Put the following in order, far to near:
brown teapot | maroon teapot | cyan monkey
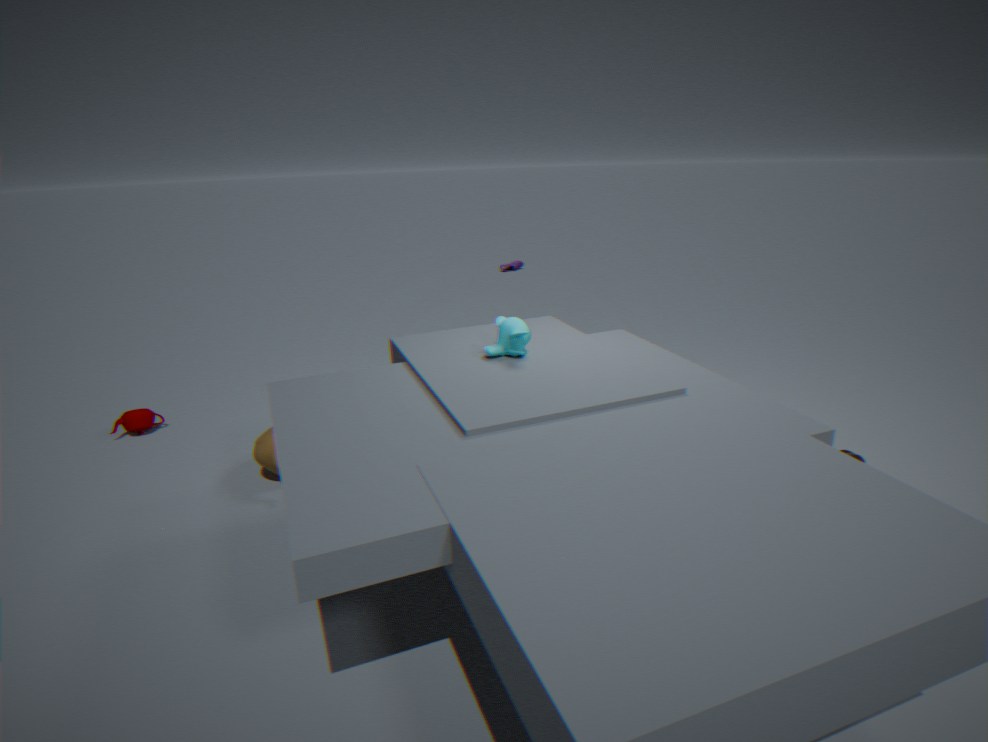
maroon teapot, brown teapot, cyan monkey
